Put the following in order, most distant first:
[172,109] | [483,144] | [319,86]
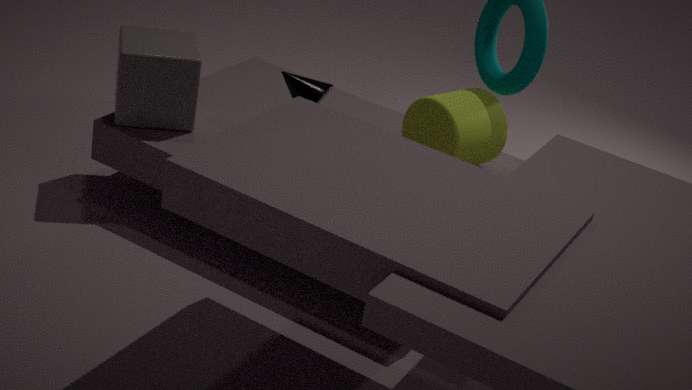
[483,144] → [172,109] → [319,86]
